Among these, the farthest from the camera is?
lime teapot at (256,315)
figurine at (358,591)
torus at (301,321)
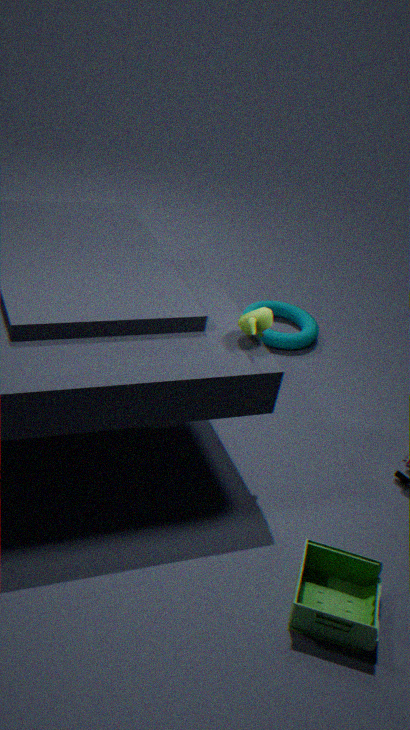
torus at (301,321)
